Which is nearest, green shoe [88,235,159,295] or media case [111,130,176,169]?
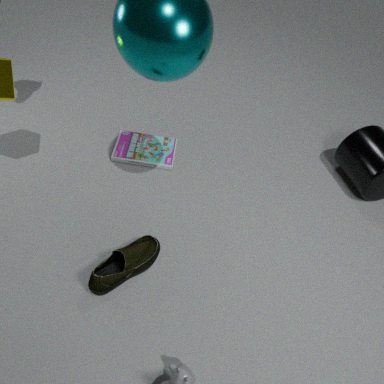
green shoe [88,235,159,295]
